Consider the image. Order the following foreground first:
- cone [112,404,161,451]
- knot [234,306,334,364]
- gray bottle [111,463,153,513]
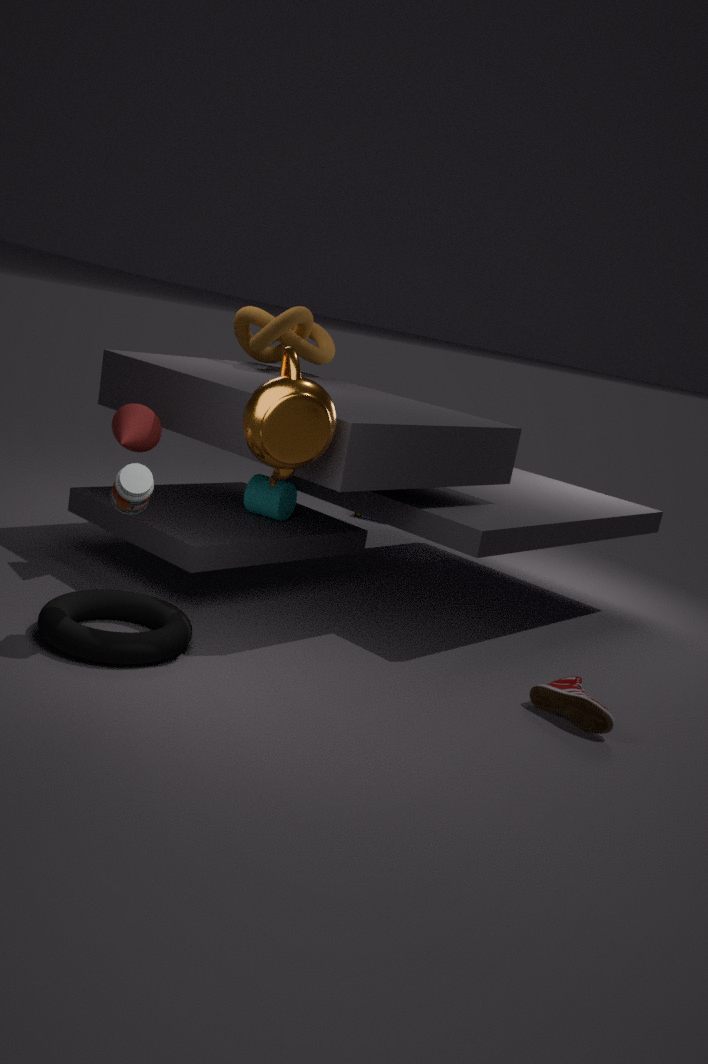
gray bottle [111,463,153,513] → cone [112,404,161,451] → knot [234,306,334,364]
